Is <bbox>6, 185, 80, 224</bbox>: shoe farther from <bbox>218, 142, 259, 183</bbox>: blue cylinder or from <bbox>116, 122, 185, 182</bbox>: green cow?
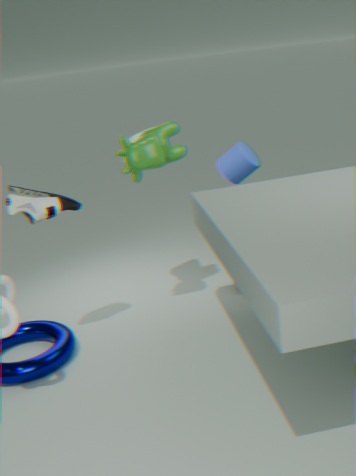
<bbox>218, 142, 259, 183</bbox>: blue cylinder
